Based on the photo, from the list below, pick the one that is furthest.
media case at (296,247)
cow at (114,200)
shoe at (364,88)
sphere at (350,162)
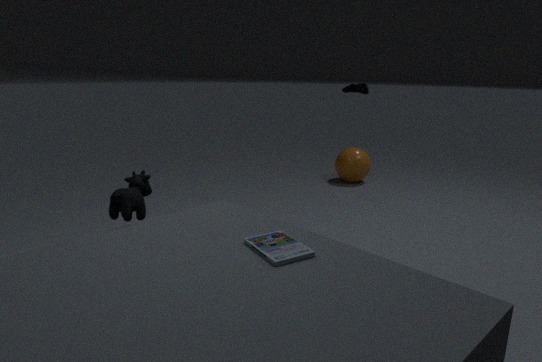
sphere at (350,162)
